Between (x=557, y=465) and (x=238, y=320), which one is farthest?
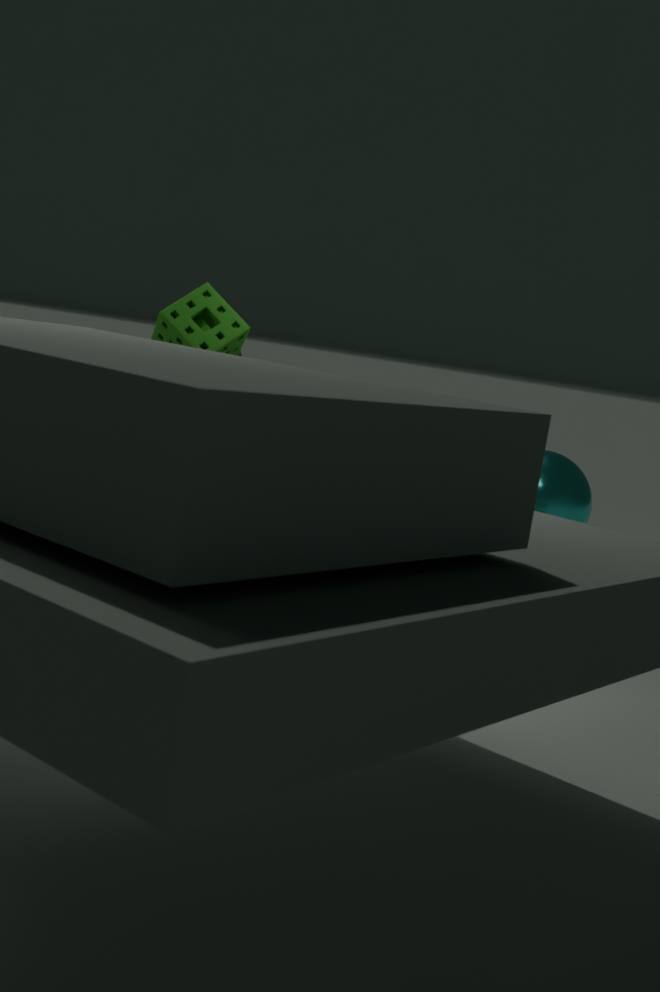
(x=557, y=465)
